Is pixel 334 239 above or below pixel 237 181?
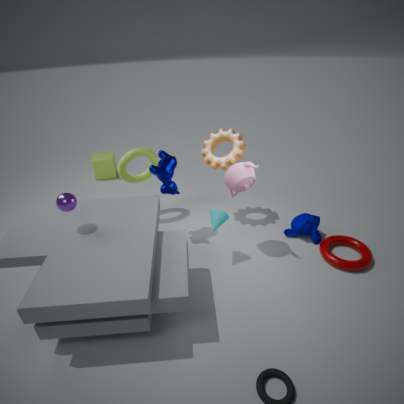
below
